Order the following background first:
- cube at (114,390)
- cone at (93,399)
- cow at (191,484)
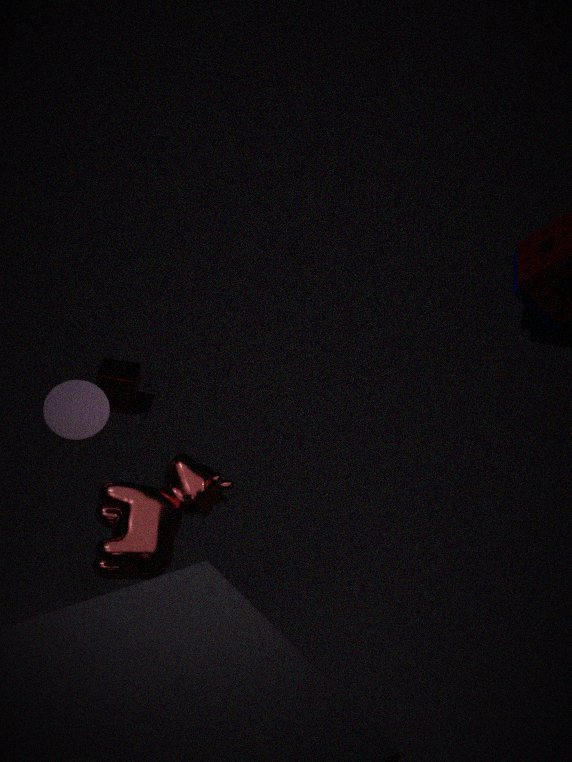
cube at (114,390) → cone at (93,399) → cow at (191,484)
